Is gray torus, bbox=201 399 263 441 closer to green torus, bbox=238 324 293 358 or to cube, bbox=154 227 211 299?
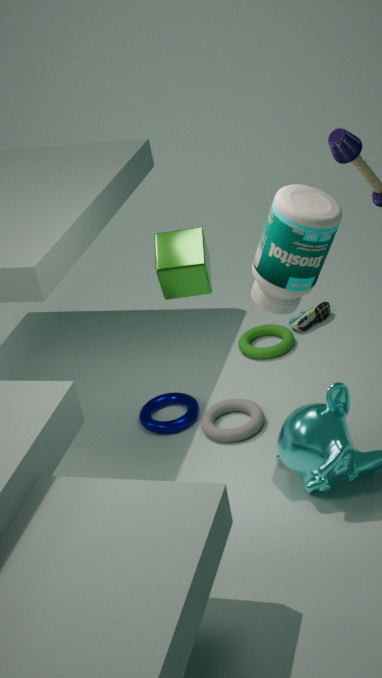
green torus, bbox=238 324 293 358
